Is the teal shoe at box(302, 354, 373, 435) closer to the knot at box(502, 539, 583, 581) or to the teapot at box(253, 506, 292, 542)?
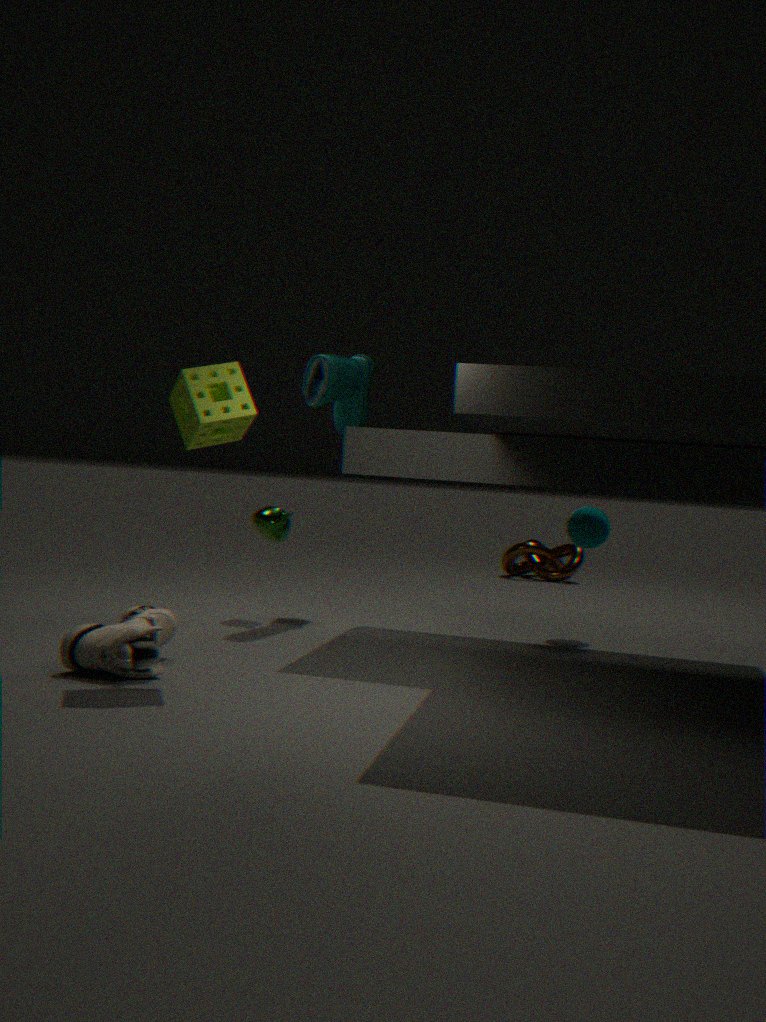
the teapot at box(253, 506, 292, 542)
